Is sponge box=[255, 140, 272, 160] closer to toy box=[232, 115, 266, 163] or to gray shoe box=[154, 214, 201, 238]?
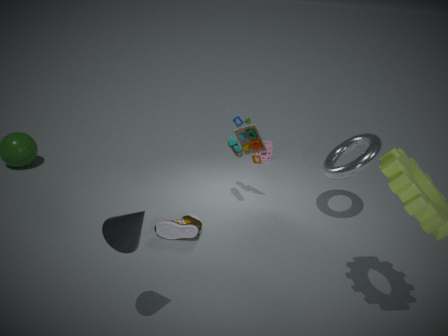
toy box=[232, 115, 266, 163]
